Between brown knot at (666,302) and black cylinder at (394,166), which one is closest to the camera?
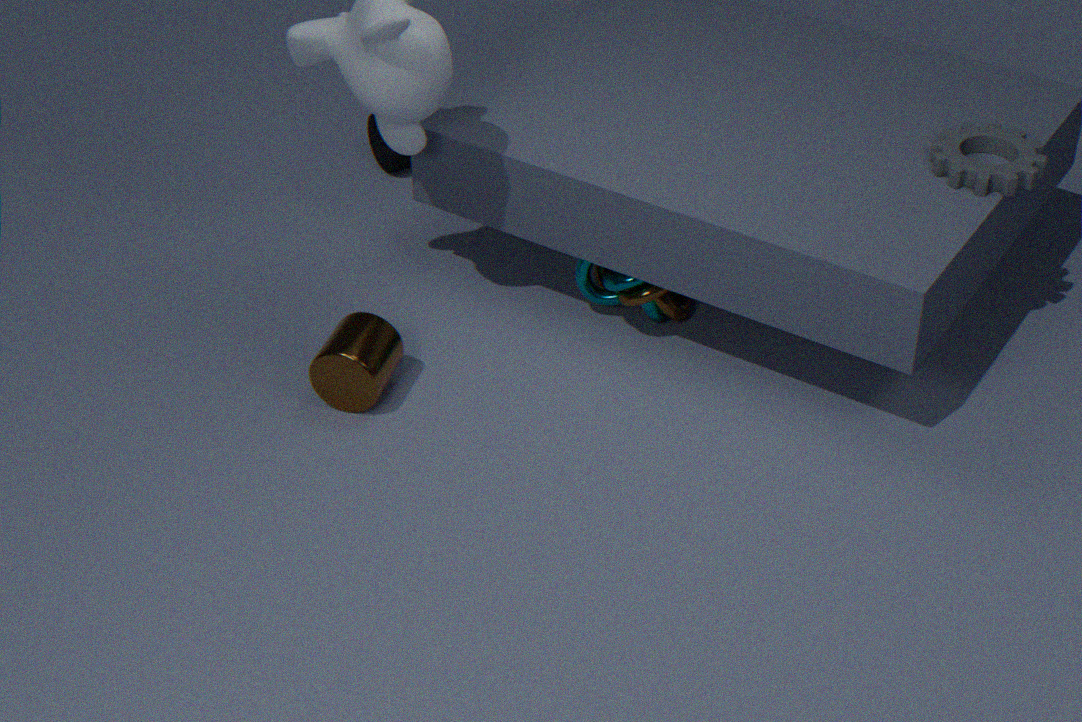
brown knot at (666,302)
